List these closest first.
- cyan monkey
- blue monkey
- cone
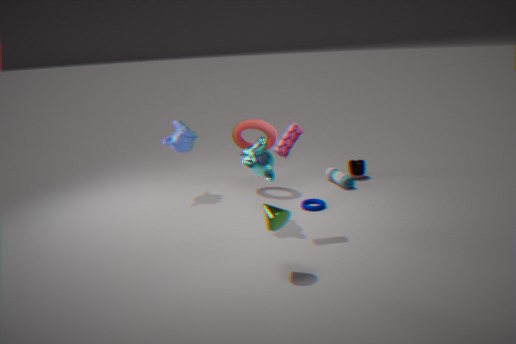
cone → cyan monkey → blue monkey
